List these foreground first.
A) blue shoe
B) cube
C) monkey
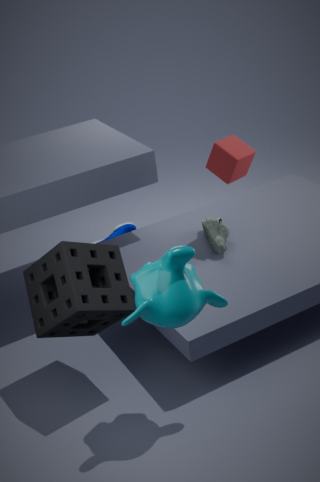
monkey → cube → blue shoe
